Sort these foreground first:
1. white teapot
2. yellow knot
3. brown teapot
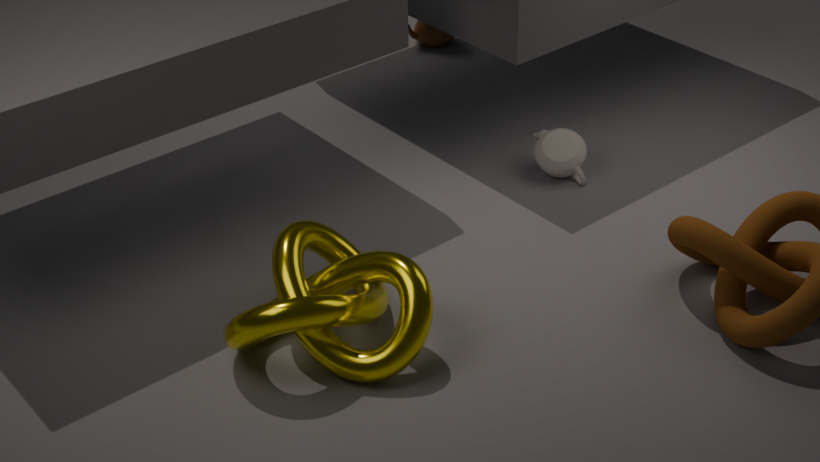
yellow knot
white teapot
brown teapot
